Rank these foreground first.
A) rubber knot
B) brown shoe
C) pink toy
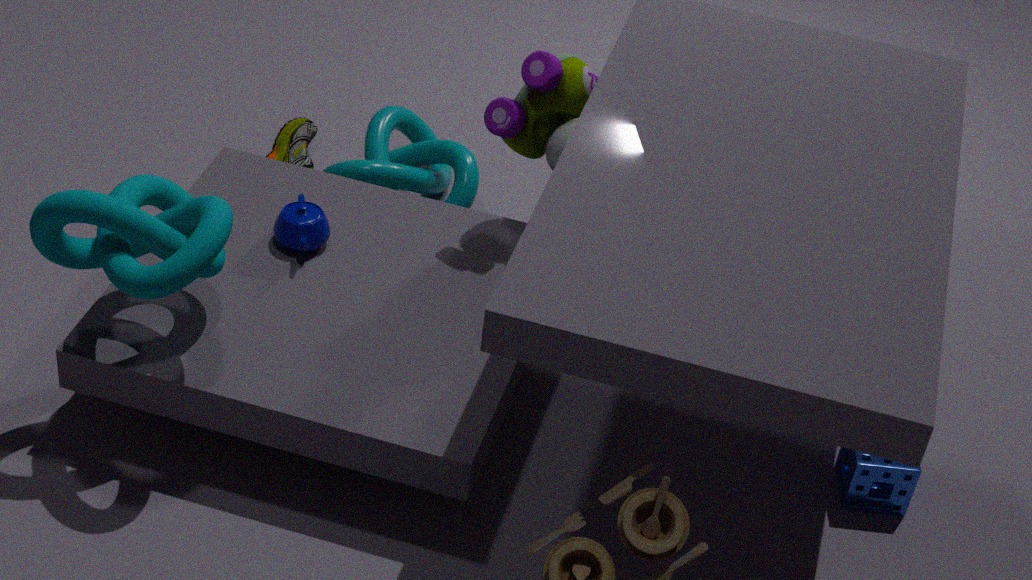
rubber knot < pink toy < brown shoe
